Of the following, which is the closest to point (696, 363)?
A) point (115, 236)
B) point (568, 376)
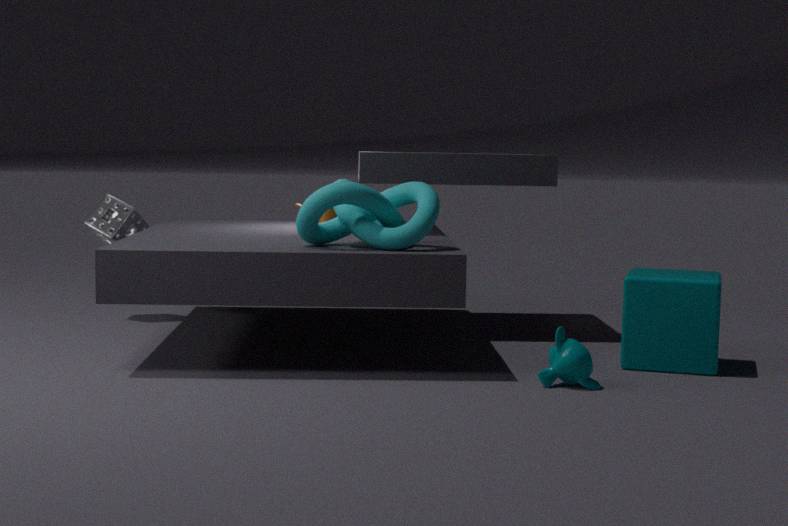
point (568, 376)
